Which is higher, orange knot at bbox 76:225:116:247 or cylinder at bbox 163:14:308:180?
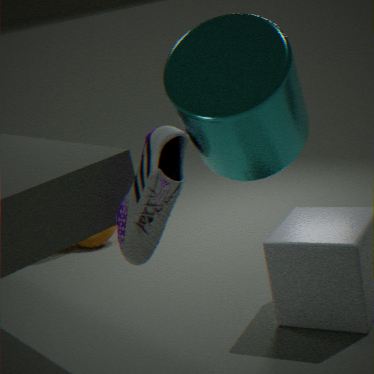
cylinder at bbox 163:14:308:180
